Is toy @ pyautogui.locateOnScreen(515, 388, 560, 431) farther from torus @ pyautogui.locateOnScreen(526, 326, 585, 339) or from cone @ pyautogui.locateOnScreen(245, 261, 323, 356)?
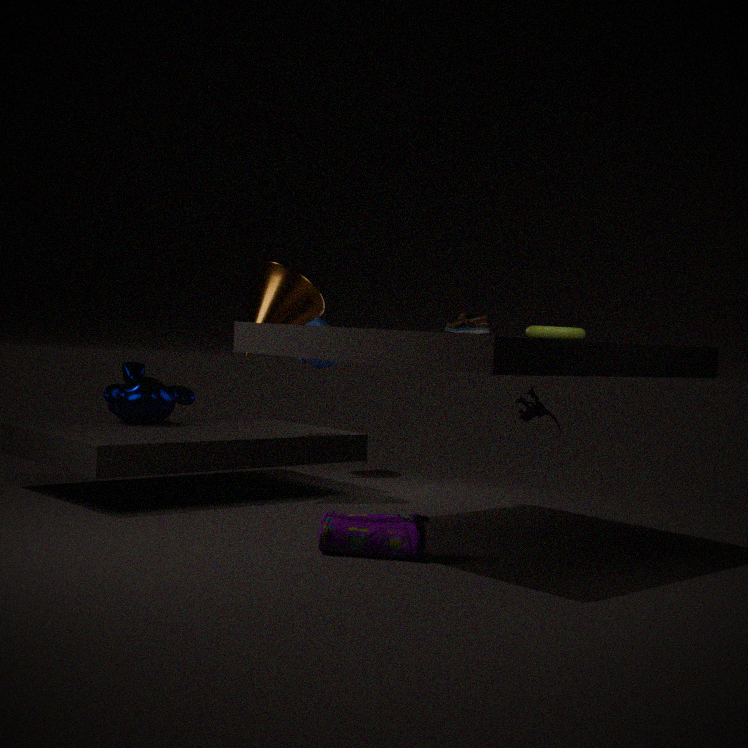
cone @ pyautogui.locateOnScreen(245, 261, 323, 356)
